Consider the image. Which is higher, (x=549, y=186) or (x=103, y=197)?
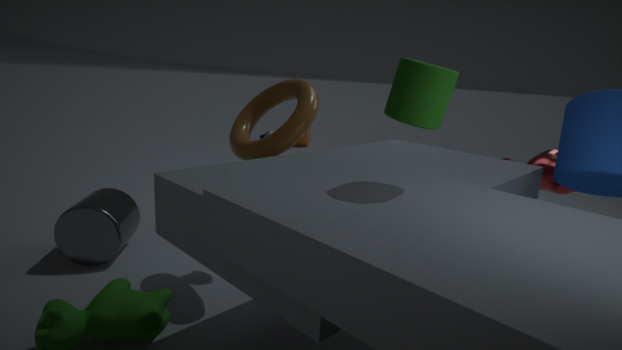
(x=549, y=186)
